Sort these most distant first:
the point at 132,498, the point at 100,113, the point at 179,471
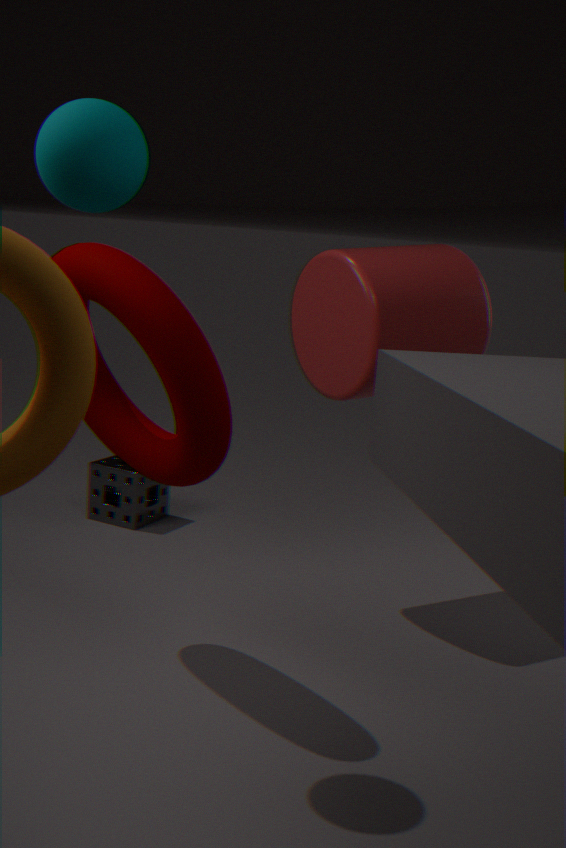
the point at 132,498 → the point at 179,471 → the point at 100,113
